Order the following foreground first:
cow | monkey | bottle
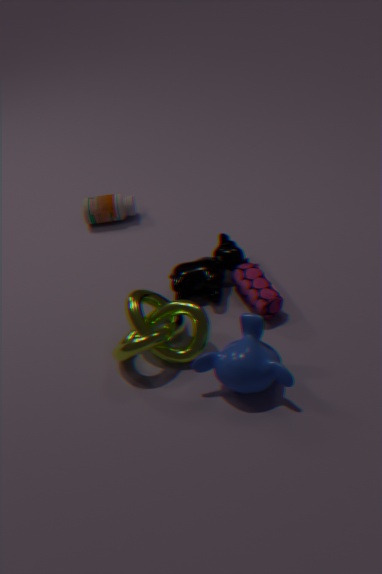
monkey → cow → bottle
